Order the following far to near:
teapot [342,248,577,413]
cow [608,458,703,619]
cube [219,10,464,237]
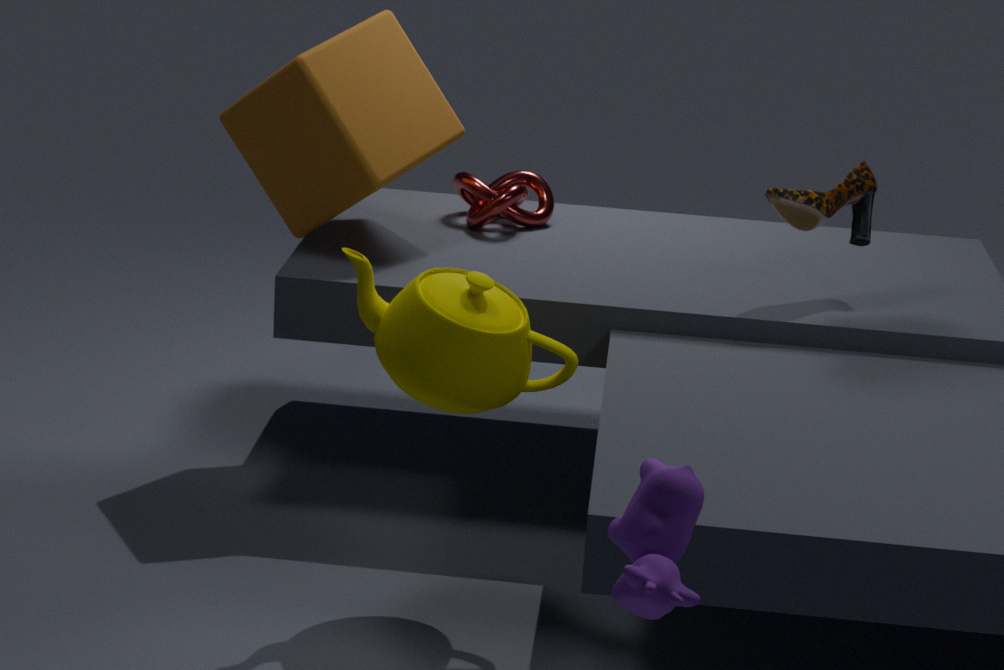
cube [219,10,464,237] → teapot [342,248,577,413] → cow [608,458,703,619]
